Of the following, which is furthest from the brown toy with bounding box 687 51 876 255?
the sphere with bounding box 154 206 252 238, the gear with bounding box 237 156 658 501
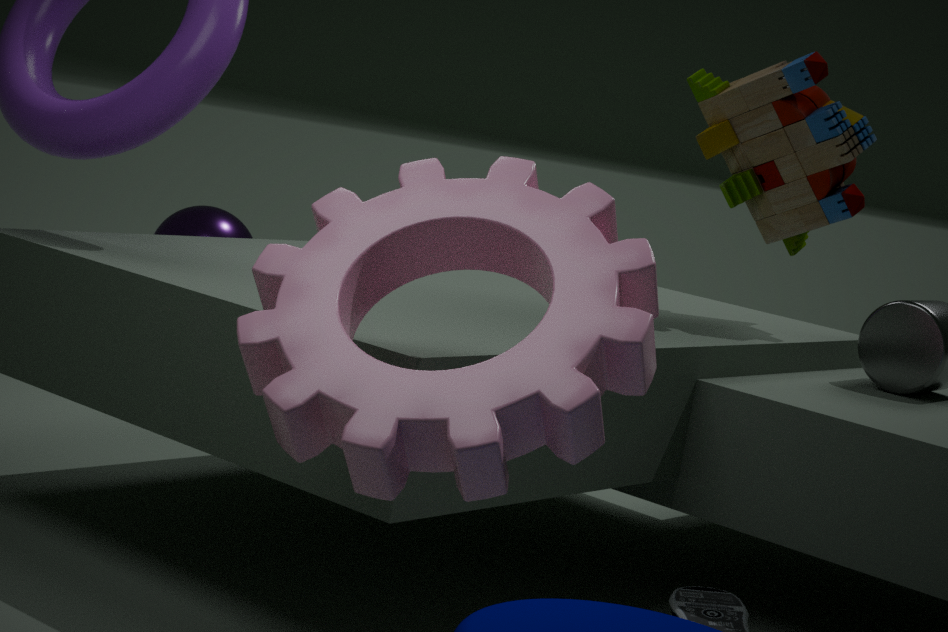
the sphere with bounding box 154 206 252 238
